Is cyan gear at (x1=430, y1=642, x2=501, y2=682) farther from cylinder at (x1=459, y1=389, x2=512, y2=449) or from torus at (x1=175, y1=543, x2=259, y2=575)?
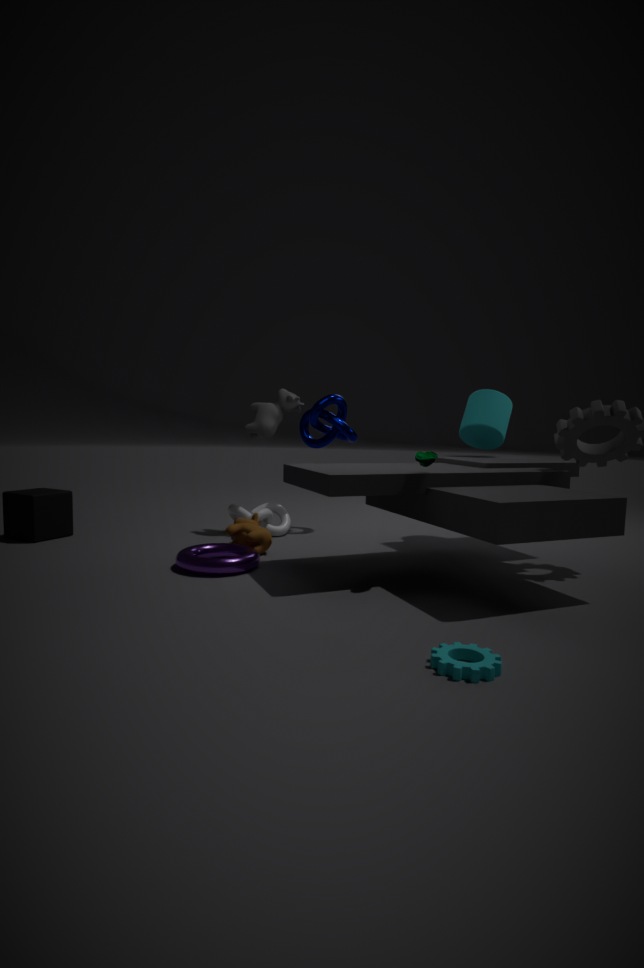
cylinder at (x1=459, y1=389, x2=512, y2=449)
